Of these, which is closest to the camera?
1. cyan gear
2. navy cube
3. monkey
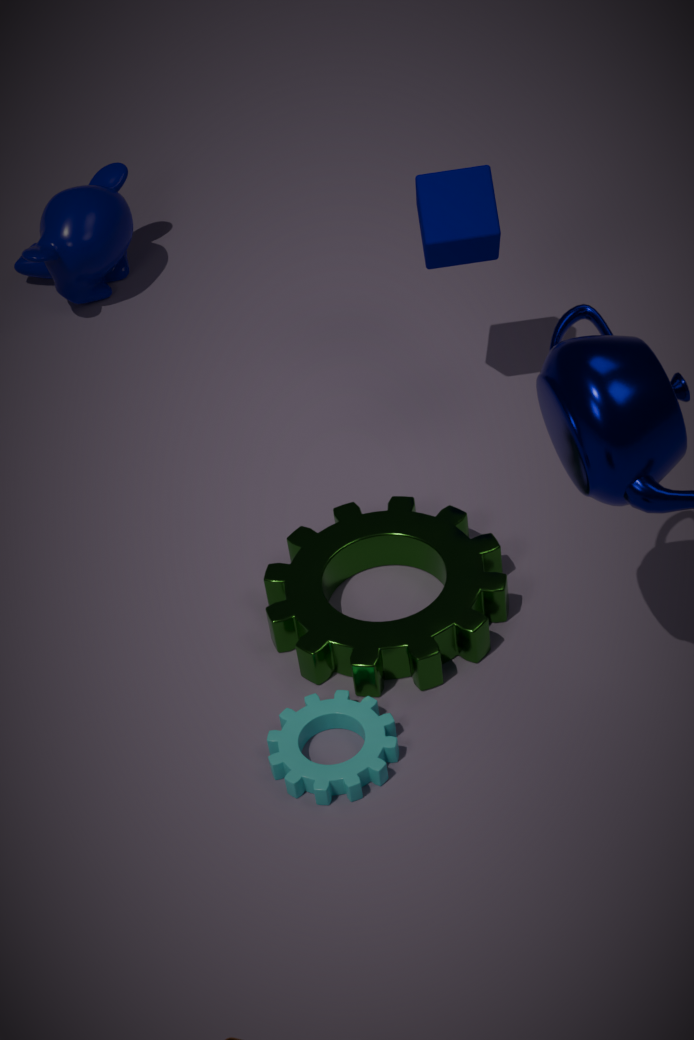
cyan gear
